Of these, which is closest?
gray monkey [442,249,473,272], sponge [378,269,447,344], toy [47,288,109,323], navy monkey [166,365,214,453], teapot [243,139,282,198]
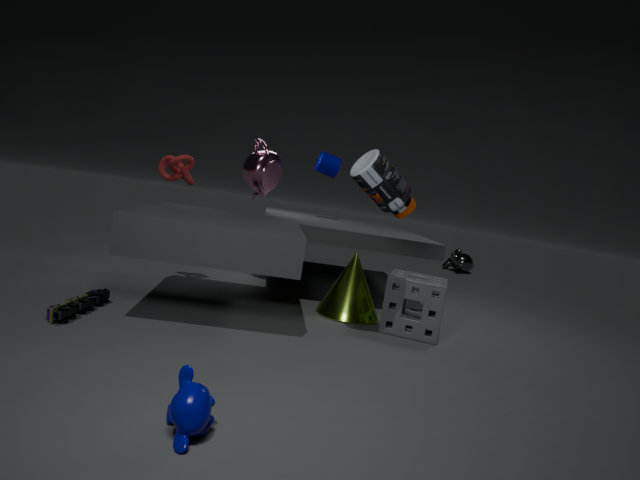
navy monkey [166,365,214,453]
